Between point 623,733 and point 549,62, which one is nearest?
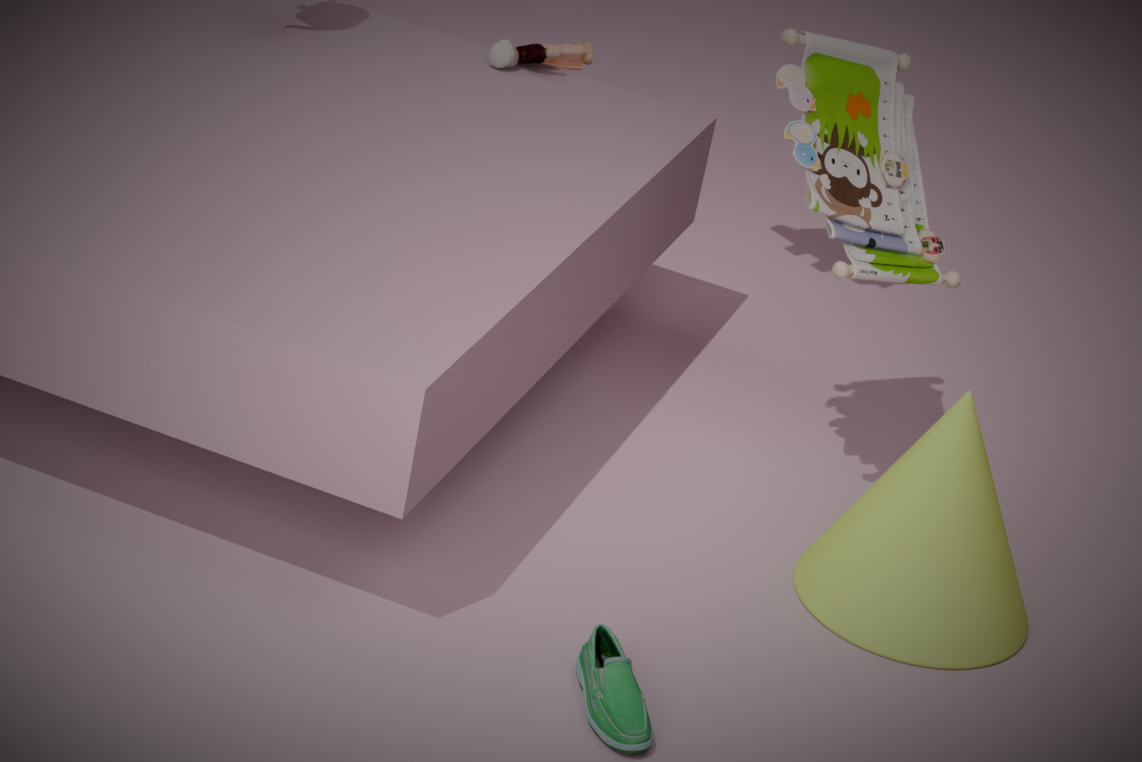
point 623,733
